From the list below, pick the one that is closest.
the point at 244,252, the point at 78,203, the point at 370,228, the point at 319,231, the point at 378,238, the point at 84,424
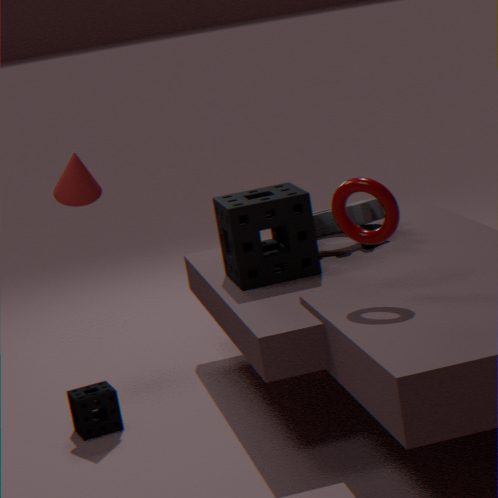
the point at 378,238
